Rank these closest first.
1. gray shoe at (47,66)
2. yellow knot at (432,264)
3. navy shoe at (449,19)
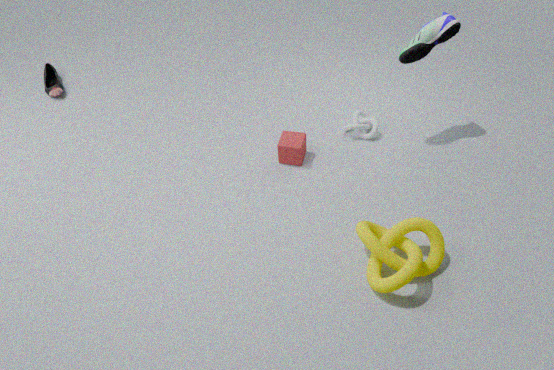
yellow knot at (432,264), navy shoe at (449,19), gray shoe at (47,66)
